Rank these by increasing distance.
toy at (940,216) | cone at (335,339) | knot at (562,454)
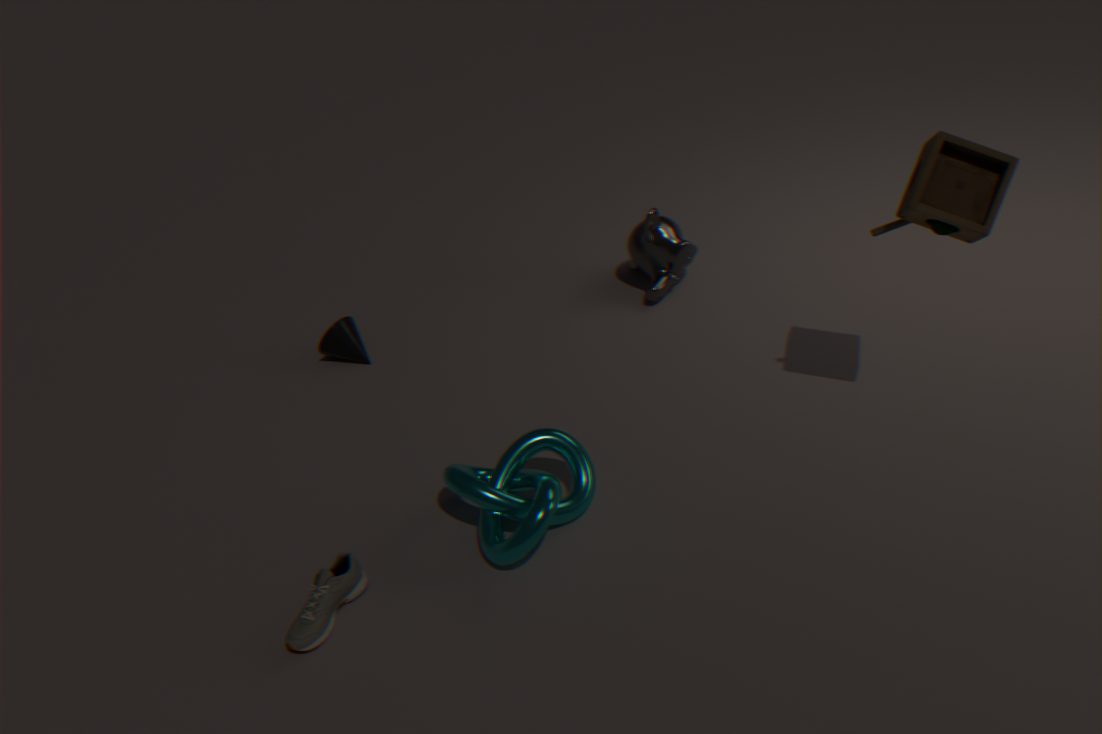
toy at (940,216)
knot at (562,454)
cone at (335,339)
